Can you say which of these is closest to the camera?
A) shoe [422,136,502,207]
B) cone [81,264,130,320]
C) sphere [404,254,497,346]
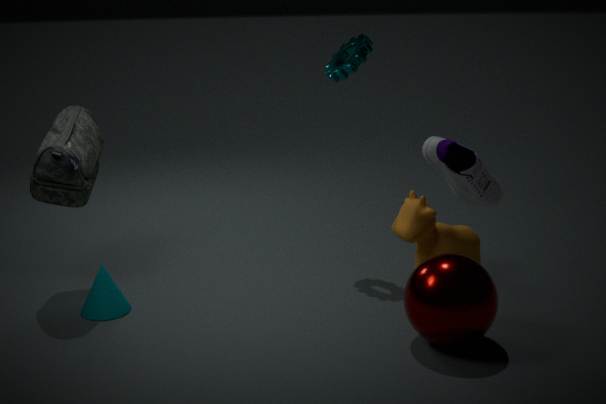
shoe [422,136,502,207]
